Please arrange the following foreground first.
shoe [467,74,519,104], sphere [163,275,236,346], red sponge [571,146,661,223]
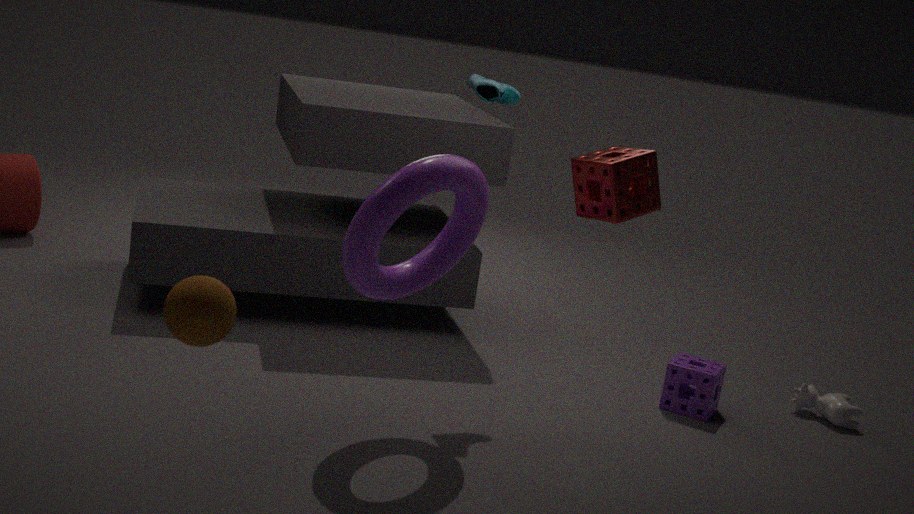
sphere [163,275,236,346] < red sponge [571,146,661,223] < shoe [467,74,519,104]
